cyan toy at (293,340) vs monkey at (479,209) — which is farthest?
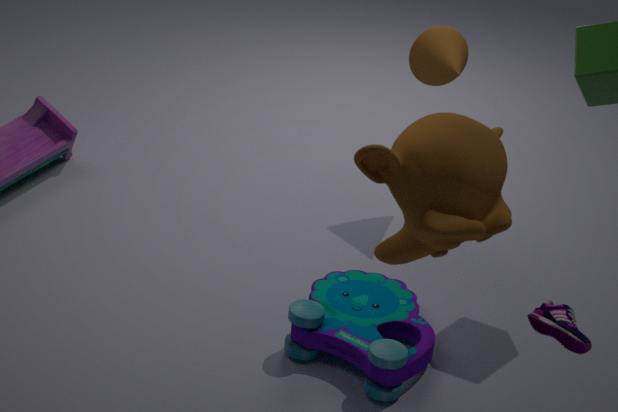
cyan toy at (293,340)
